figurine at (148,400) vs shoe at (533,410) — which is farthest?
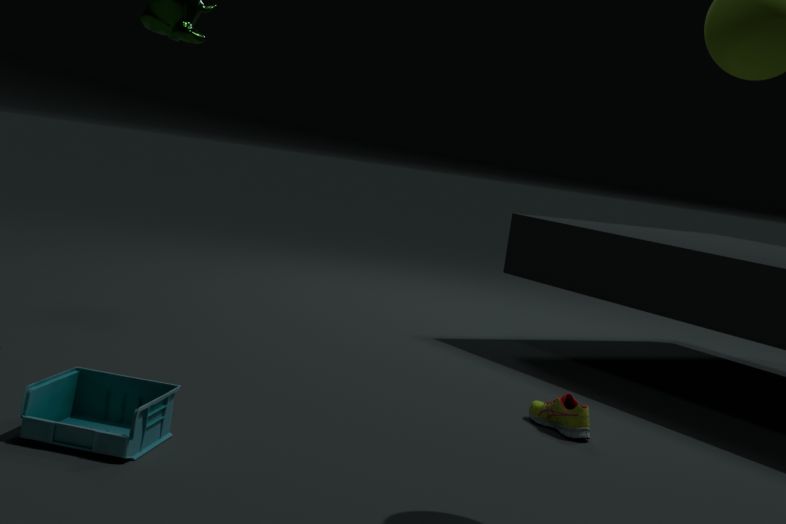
shoe at (533,410)
